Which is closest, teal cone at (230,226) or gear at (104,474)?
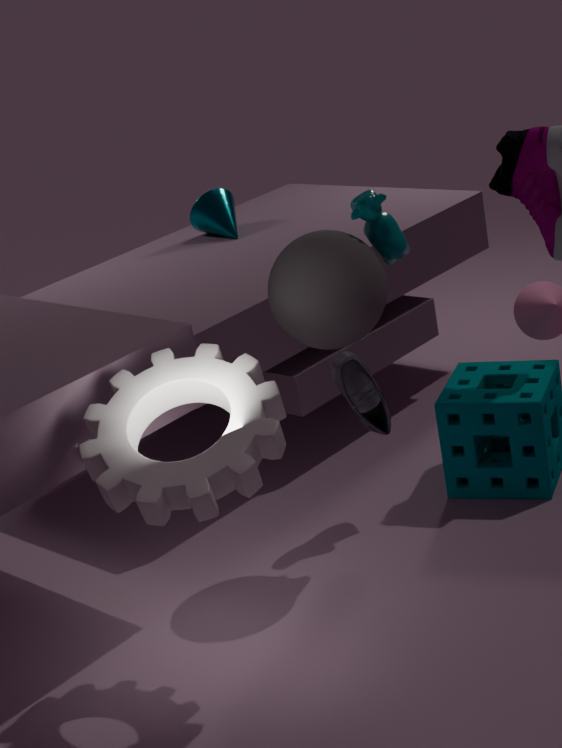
gear at (104,474)
